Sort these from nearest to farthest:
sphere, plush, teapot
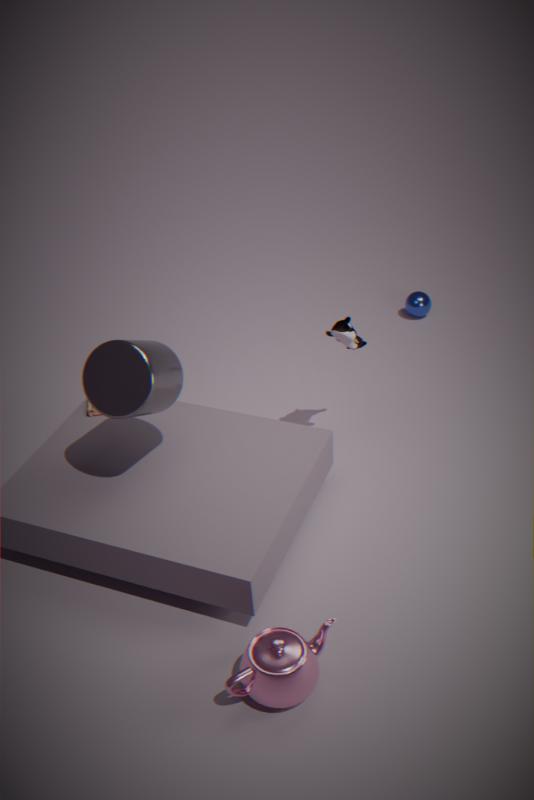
teapot
plush
sphere
